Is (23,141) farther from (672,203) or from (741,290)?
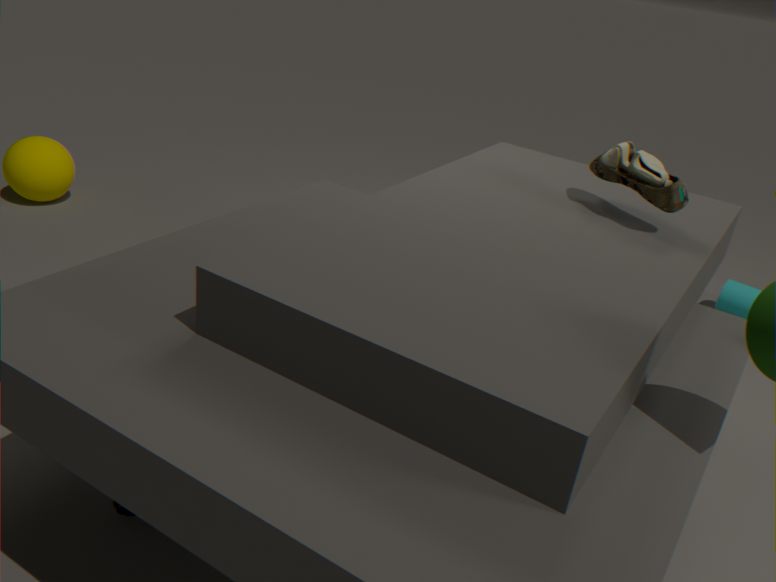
(741,290)
